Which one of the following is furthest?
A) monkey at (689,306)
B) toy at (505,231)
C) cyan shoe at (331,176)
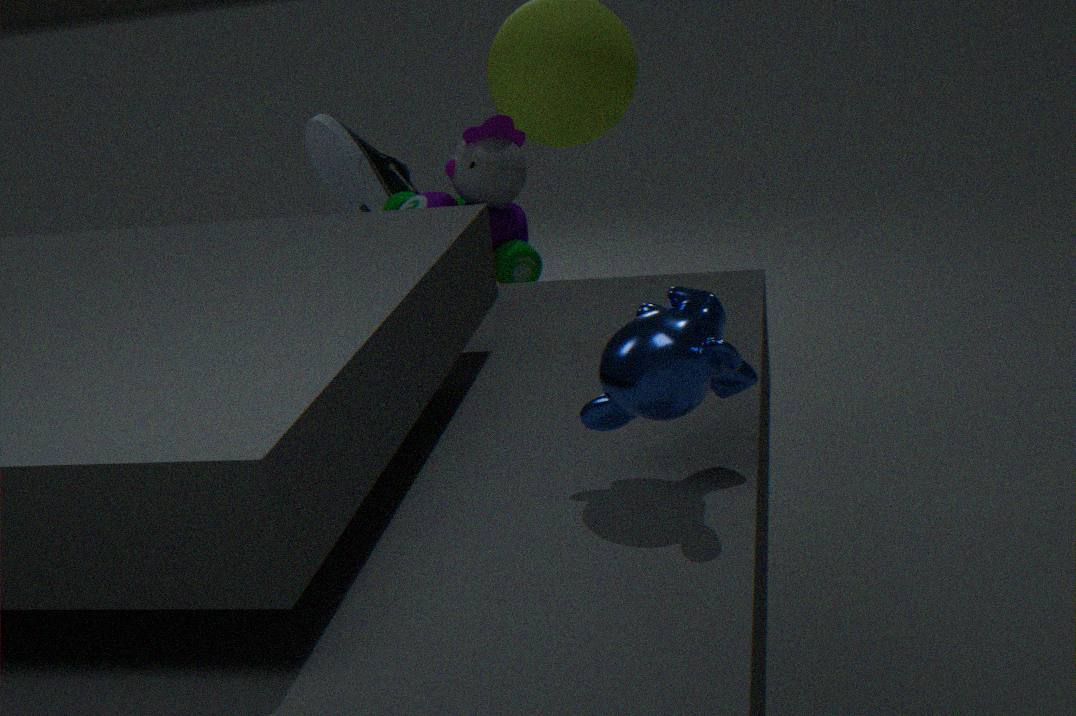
cyan shoe at (331,176)
